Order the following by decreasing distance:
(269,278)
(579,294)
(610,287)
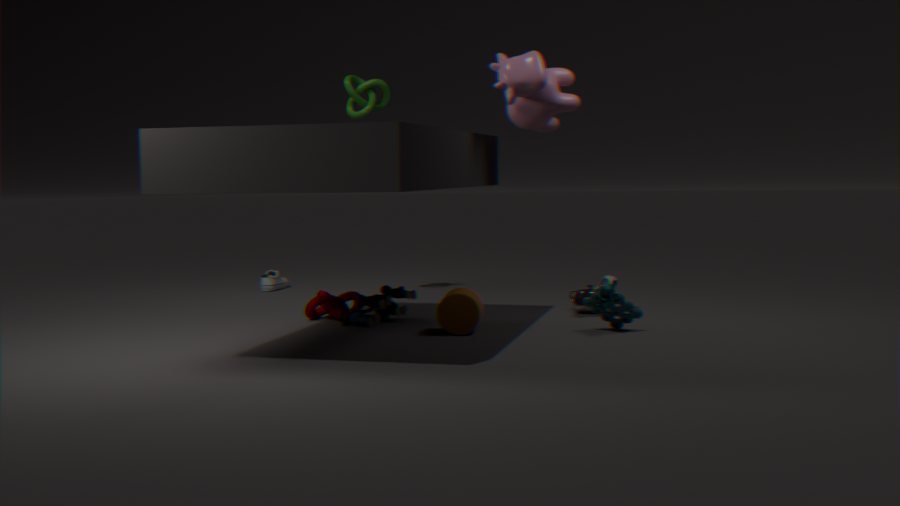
(269,278) → (579,294) → (610,287)
